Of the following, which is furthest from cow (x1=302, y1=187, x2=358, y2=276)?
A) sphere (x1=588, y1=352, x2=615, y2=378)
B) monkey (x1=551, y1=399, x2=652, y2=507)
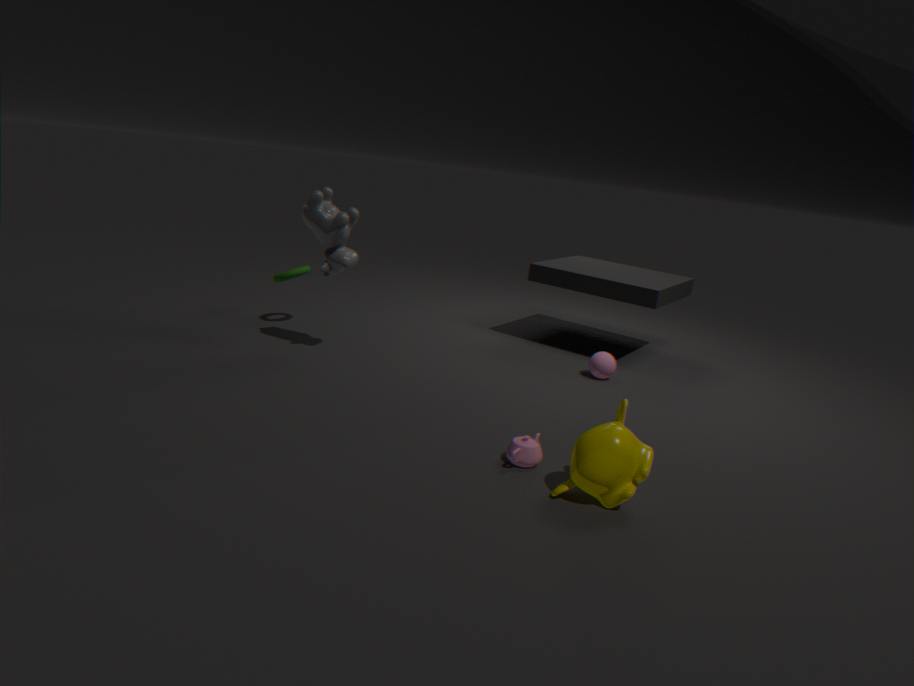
monkey (x1=551, y1=399, x2=652, y2=507)
